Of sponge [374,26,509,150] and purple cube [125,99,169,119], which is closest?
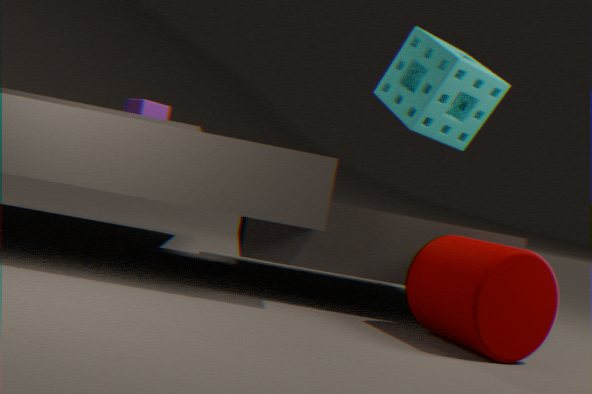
sponge [374,26,509,150]
